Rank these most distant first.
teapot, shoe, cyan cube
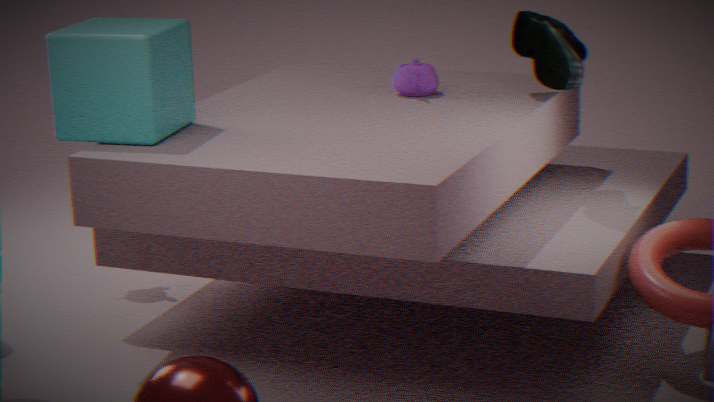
teapot → shoe → cyan cube
